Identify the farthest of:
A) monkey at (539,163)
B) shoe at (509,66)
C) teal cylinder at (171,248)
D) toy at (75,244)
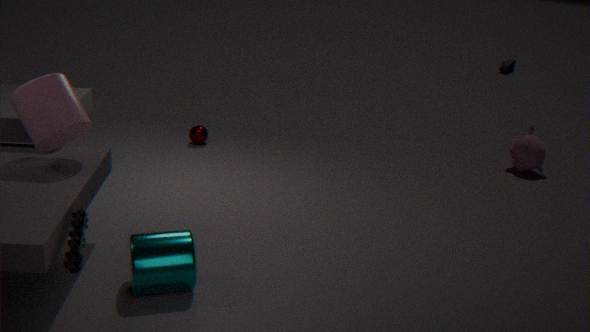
shoe at (509,66)
